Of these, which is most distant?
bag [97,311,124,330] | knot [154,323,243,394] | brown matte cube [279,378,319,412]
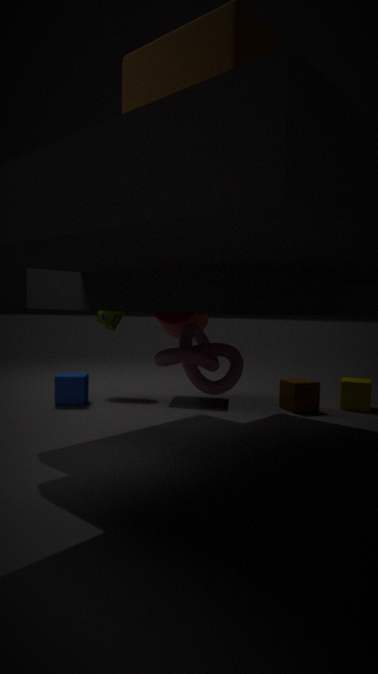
bag [97,311,124,330]
